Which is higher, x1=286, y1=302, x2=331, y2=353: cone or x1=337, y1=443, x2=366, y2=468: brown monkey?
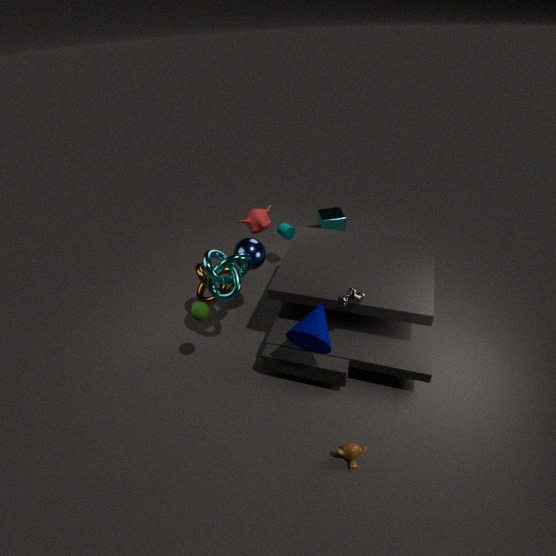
x1=286, y1=302, x2=331, y2=353: cone
